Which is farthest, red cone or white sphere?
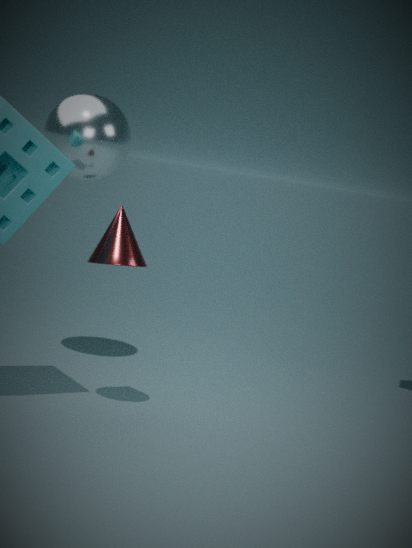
white sphere
